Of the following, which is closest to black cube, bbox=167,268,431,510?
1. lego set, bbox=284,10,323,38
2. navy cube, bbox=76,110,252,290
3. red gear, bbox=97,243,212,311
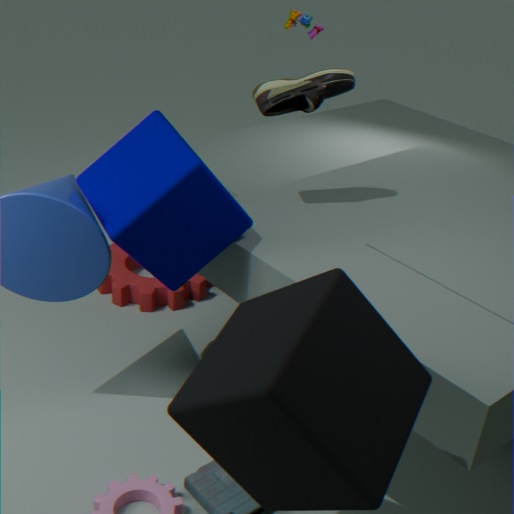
navy cube, bbox=76,110,252,290
